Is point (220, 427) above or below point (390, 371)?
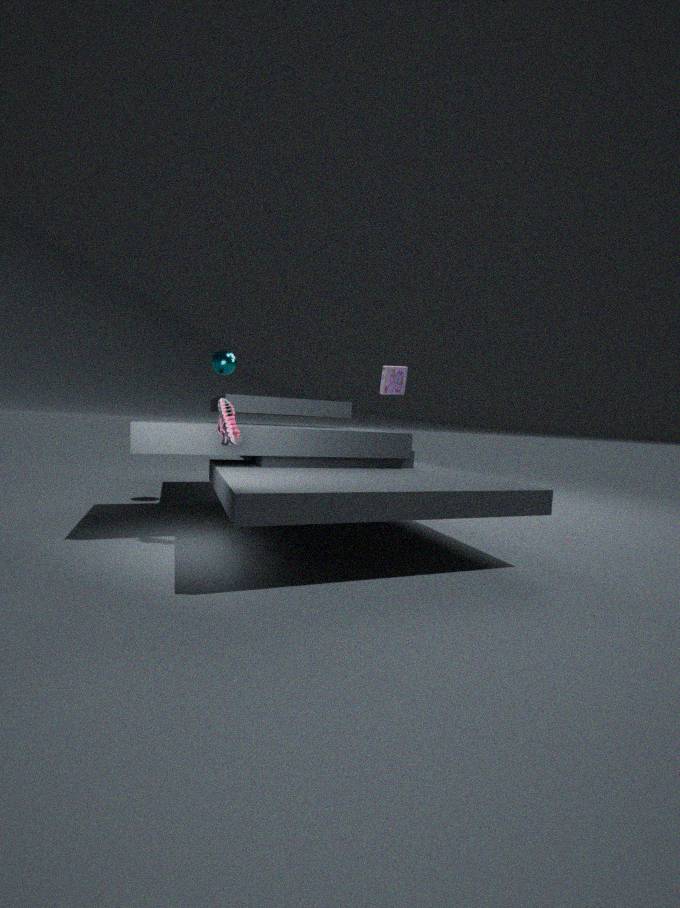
below
